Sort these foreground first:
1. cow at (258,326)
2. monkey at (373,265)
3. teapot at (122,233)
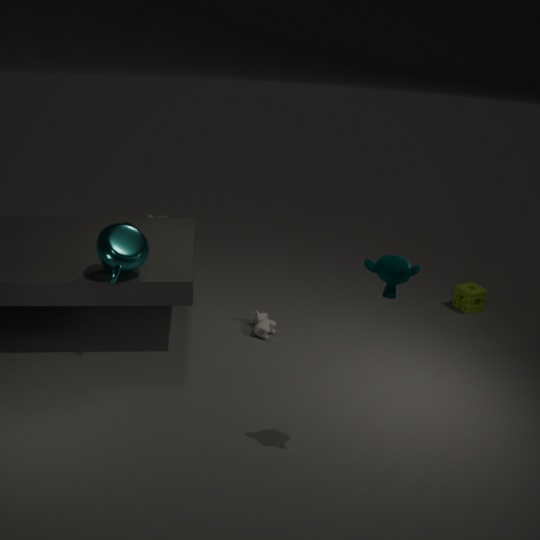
monkey at (373,265) → teapot at (122,233) → cow at (258,326)
